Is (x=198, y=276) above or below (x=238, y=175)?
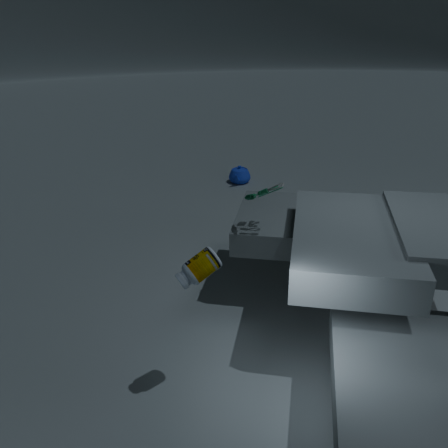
above
